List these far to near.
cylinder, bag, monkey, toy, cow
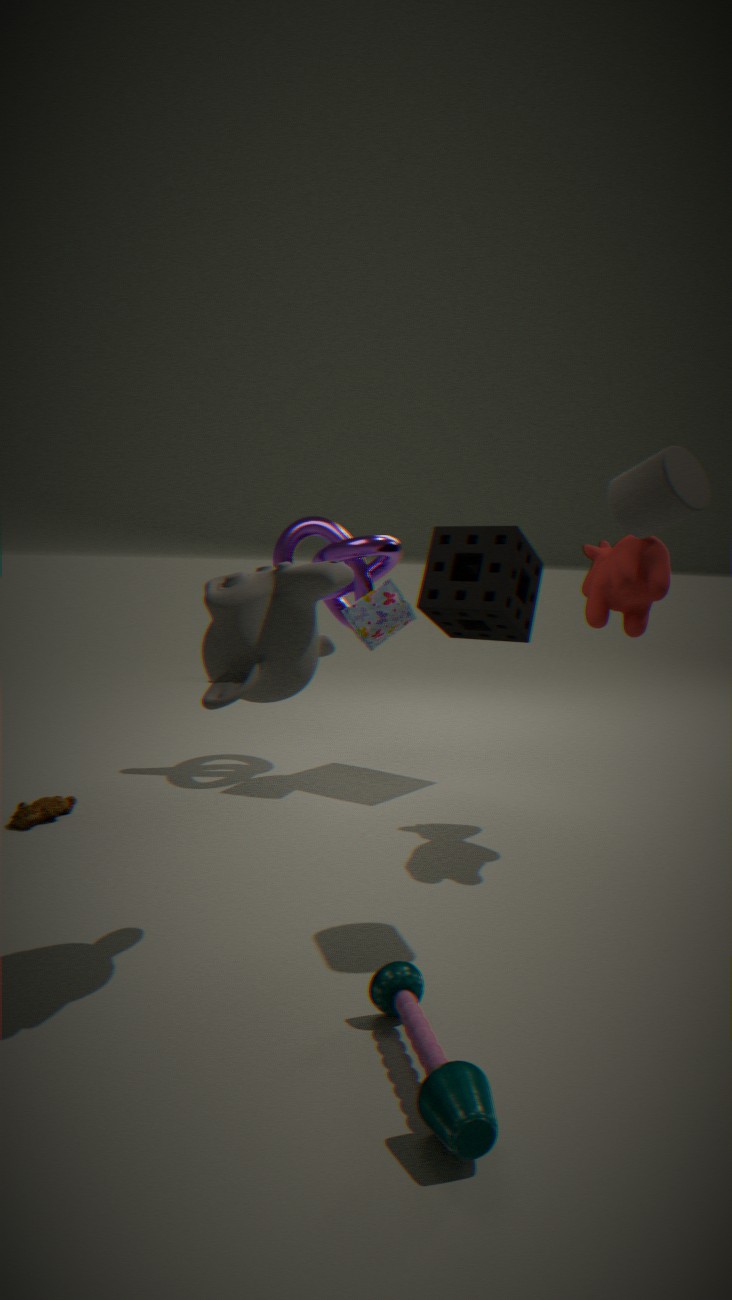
bag → cow → cylinder → monkey → toy
